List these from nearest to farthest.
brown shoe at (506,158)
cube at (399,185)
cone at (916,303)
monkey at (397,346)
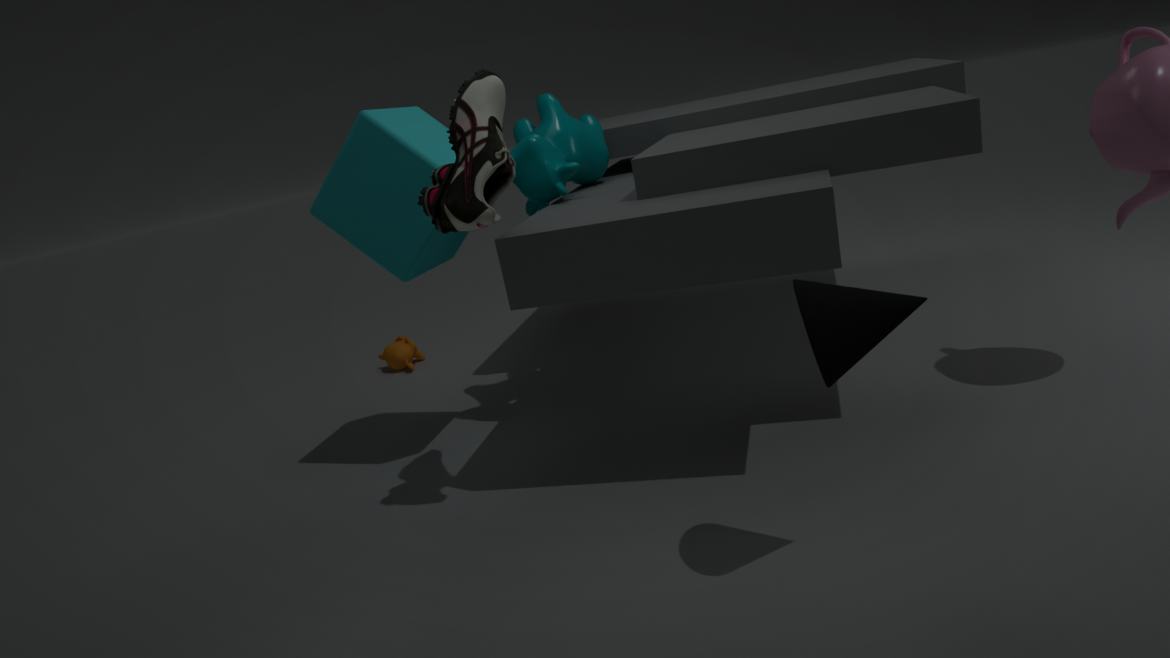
cone at (916,303) → brown shoe at (506,158) → cube at (399,185) → monkey at (397,346)
